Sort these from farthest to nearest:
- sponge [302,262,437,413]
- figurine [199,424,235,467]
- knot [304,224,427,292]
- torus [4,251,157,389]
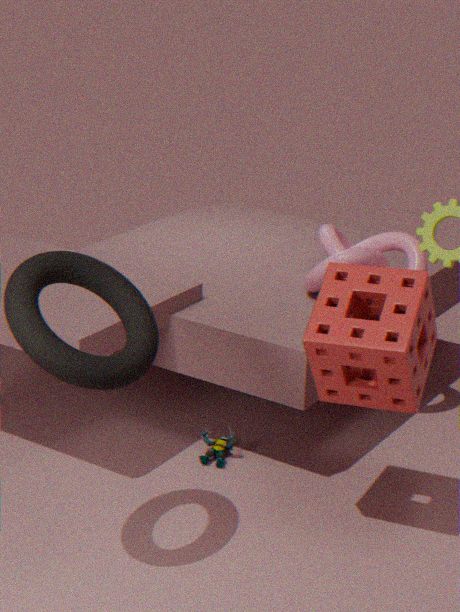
knot [304,224,427,292], figurine [199,424,235,467], sponge [302,262,437,413], torus [4,251,157,389]
